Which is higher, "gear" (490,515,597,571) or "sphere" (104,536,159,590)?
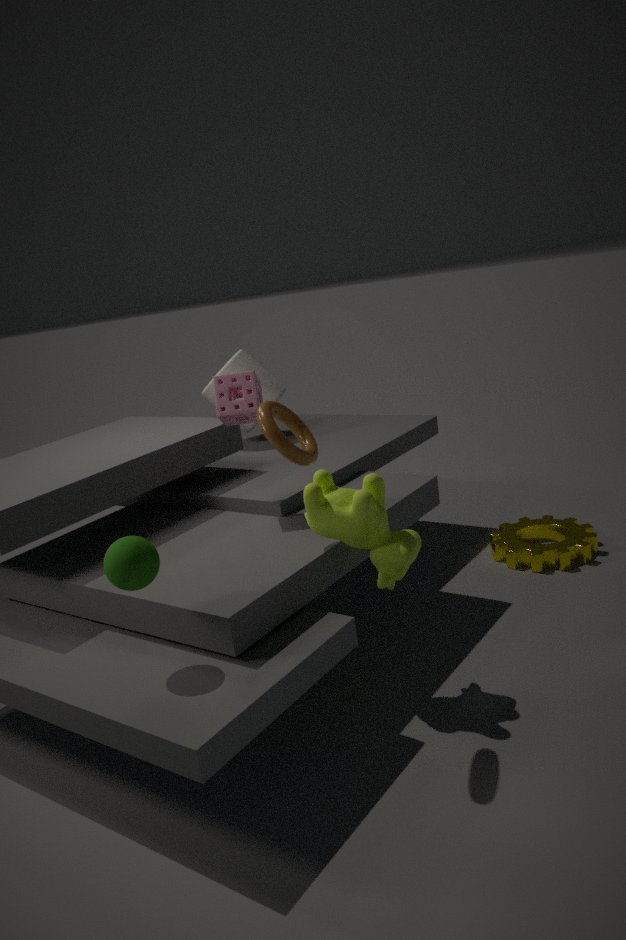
"sphere" (104,536,159,590)
